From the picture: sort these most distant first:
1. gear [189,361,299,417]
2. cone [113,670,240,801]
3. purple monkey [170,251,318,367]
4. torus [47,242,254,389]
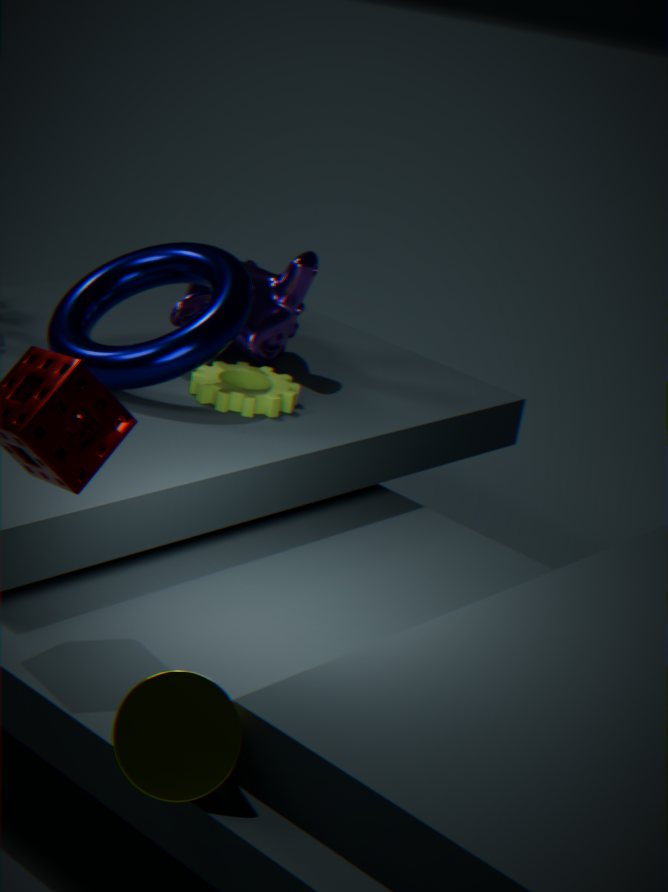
1. purple monkey [170,251,318,367]
2. gear [189,361,299,417]
3. torus [47,242,254,389]
4. cone [113,670,240,801]
